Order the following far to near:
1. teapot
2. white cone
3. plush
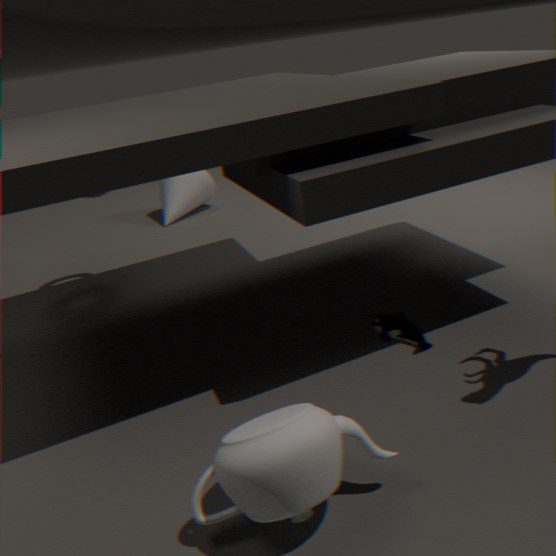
white cone, plush, teapot
